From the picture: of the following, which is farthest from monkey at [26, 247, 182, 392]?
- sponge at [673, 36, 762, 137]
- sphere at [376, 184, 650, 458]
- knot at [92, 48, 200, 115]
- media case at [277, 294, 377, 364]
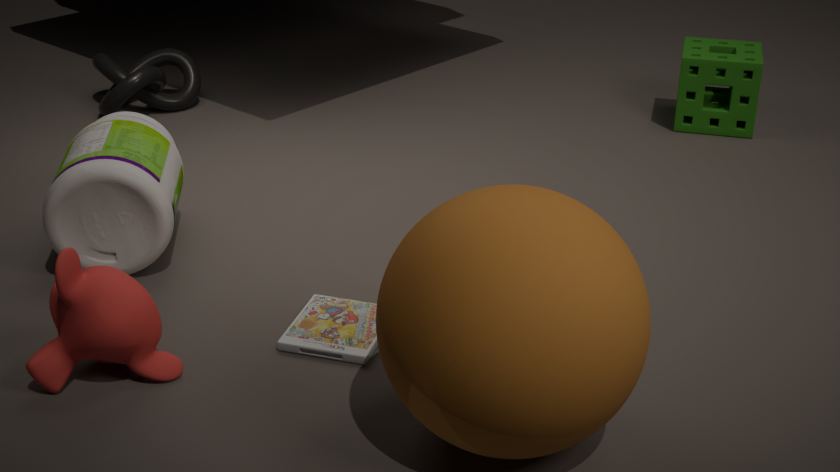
sponge at [673, 36, 762, 137]
